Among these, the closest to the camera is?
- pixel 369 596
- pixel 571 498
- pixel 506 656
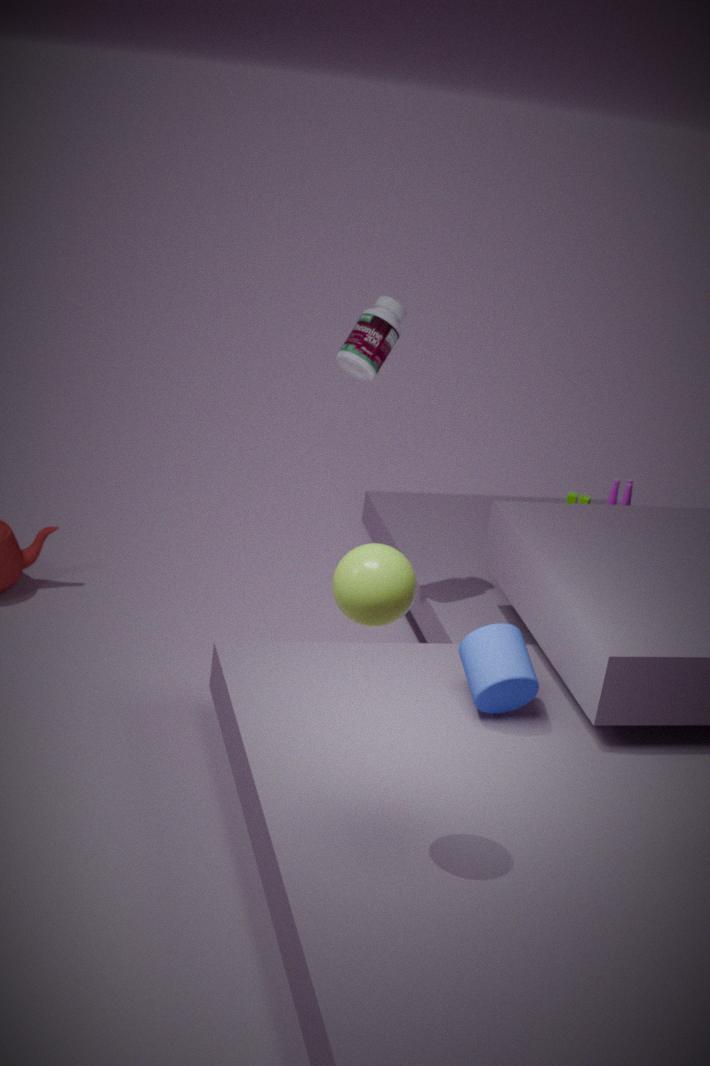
pixel 369 596
